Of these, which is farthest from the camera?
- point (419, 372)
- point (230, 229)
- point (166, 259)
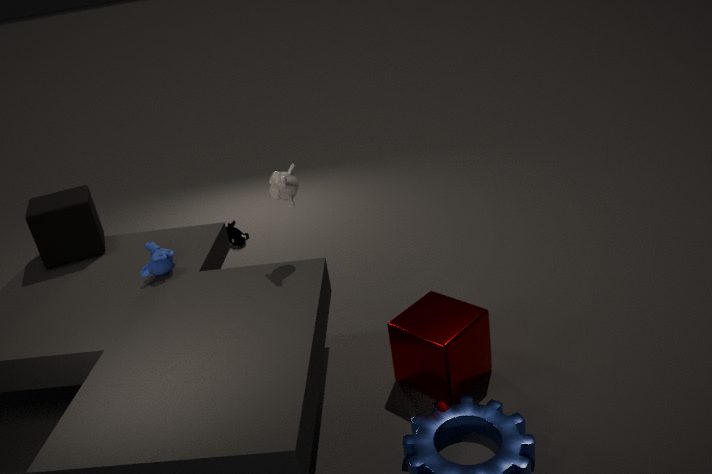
point (230, 229)
